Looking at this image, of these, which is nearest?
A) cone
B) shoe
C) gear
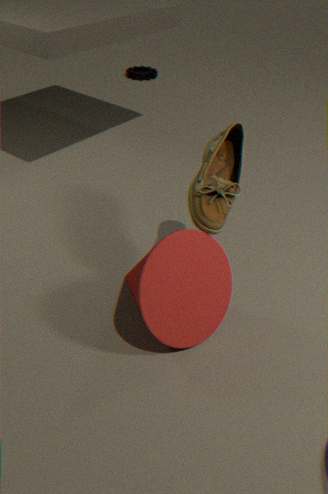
cone
